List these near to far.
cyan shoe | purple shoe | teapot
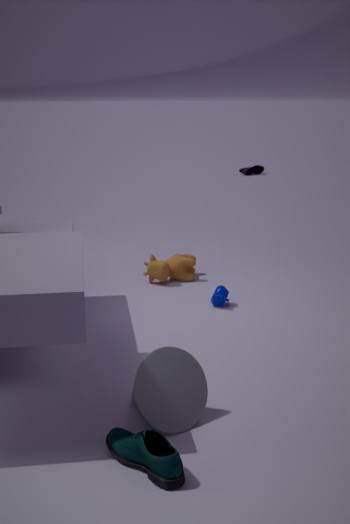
cyan shoe, teapot, purple shoe
